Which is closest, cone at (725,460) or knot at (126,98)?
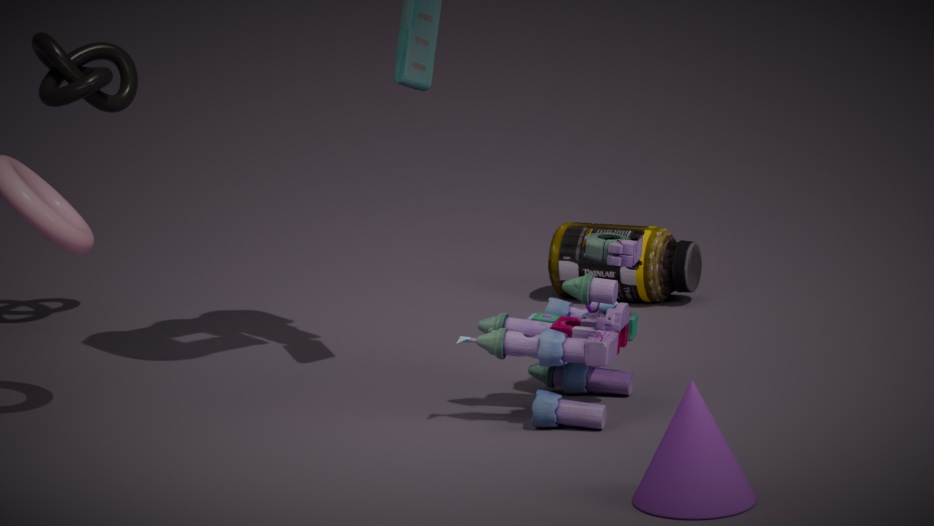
cone at (725,460)
